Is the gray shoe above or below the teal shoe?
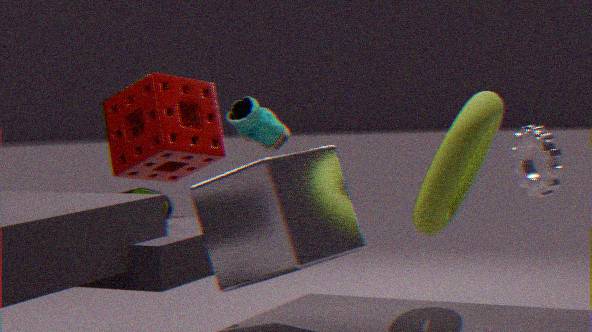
below
